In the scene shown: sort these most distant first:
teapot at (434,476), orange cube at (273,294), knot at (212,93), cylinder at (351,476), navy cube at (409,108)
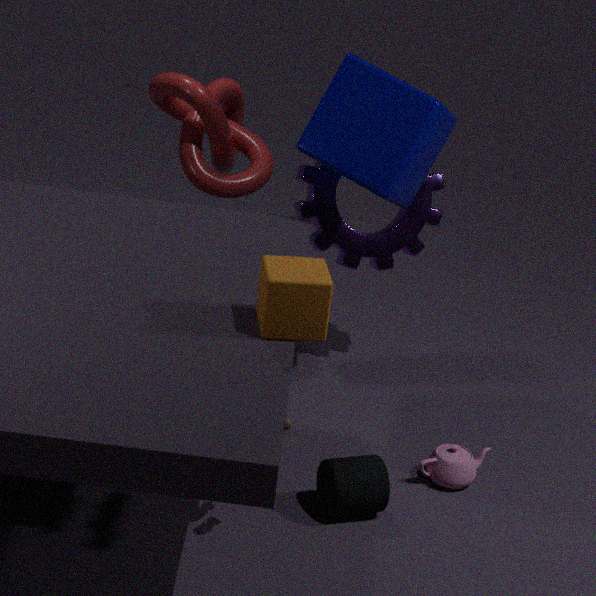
1. knot at (212,93)
2. teapot at (434,476)
3. navy cube at (409,108)
4. cylinder at (351,476)
5. orange cube at (273,294)
